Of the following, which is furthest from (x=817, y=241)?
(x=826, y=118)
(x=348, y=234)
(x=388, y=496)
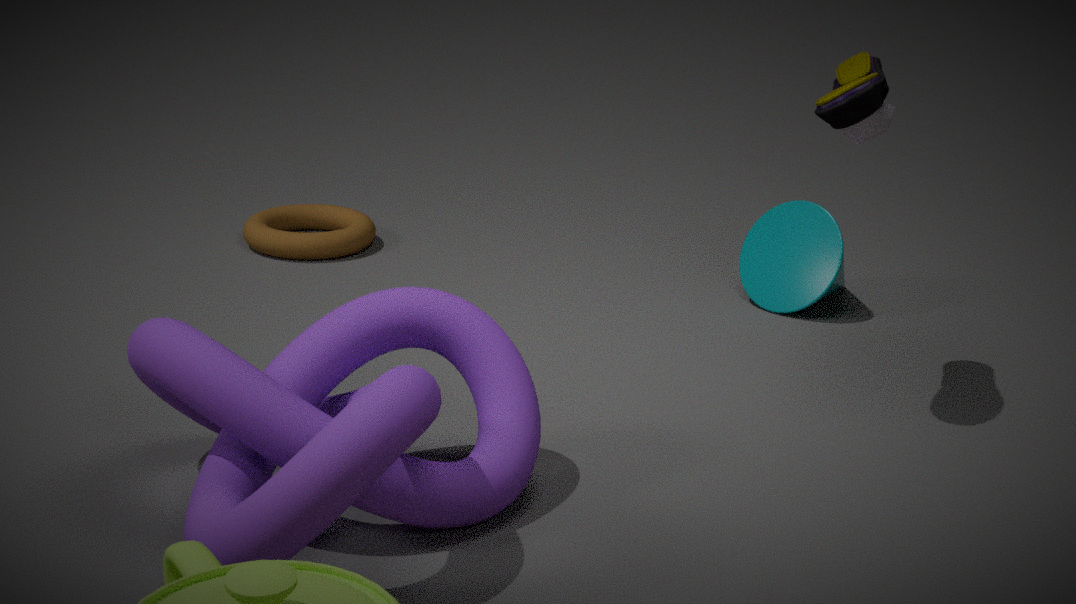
(x=388, y=496)
